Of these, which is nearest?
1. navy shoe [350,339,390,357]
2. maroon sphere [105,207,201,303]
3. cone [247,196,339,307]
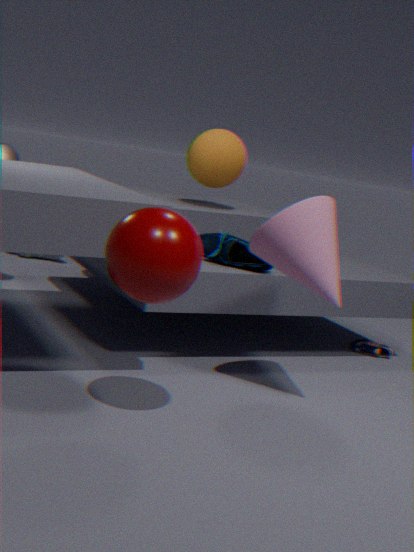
maroon sphere [105,207,201,303]
